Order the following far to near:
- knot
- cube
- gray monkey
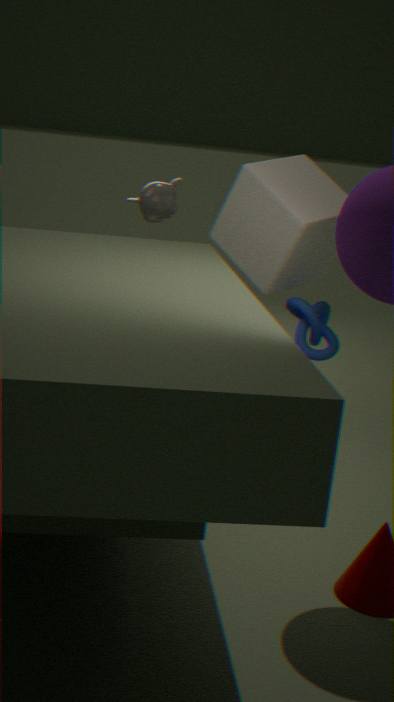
gray monkey → knot → cube
